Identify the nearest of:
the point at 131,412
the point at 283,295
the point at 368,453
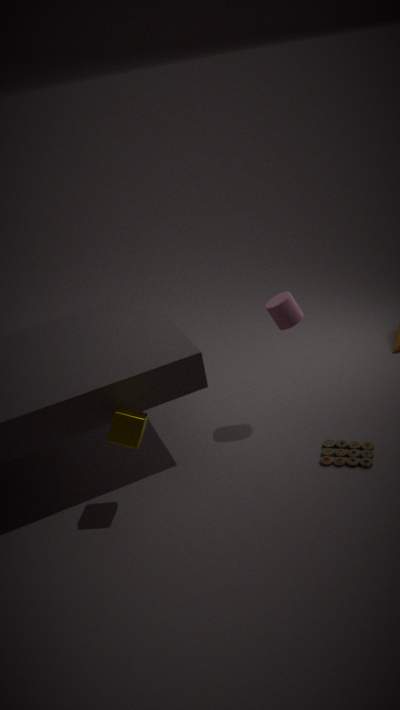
the point at 131,412
